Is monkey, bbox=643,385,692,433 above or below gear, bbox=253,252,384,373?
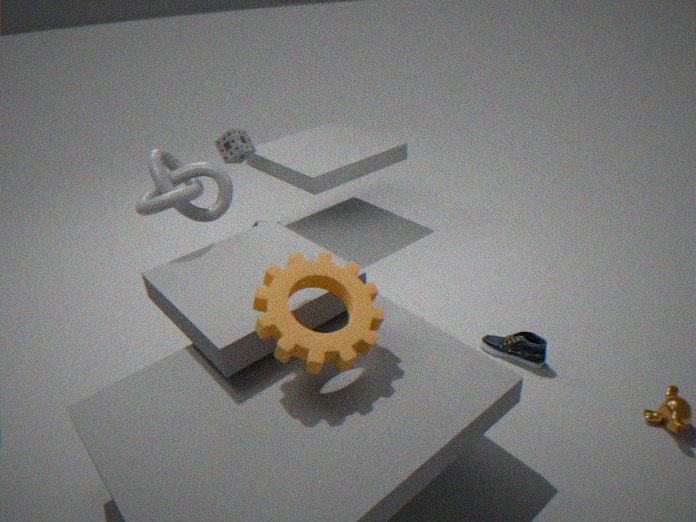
below
